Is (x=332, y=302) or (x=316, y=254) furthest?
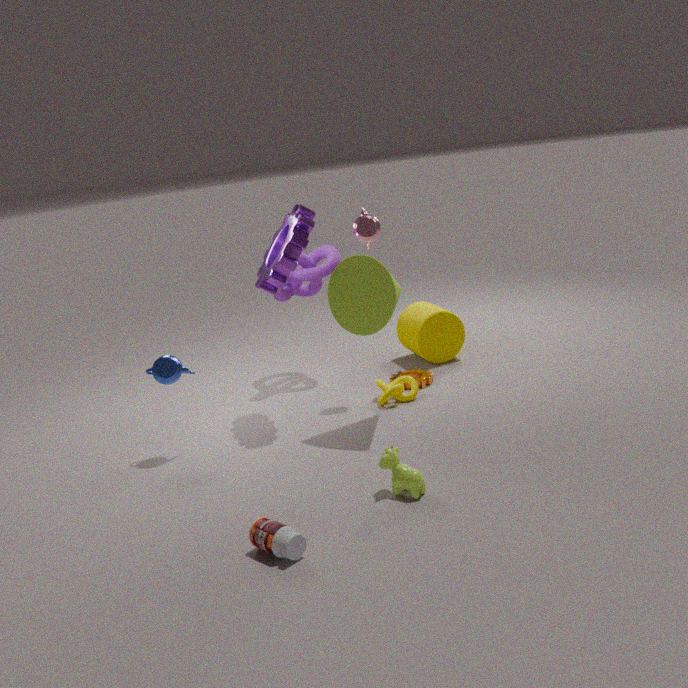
(x=316, y=254)
